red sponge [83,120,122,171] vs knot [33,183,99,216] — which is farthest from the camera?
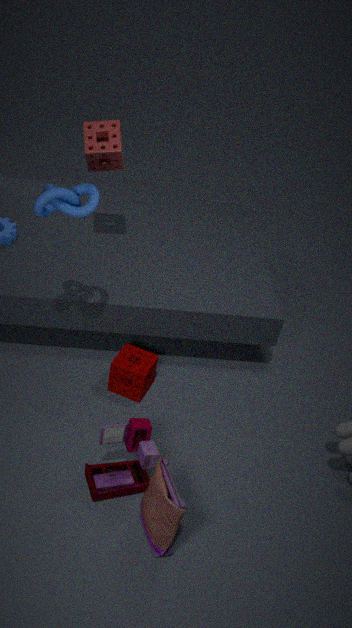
red sponge [83,120,122,171]
